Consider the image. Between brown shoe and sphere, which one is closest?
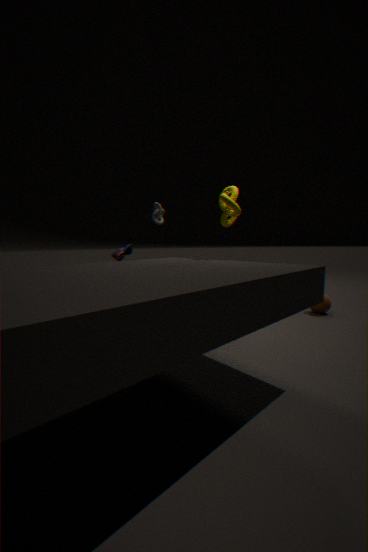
sphere
